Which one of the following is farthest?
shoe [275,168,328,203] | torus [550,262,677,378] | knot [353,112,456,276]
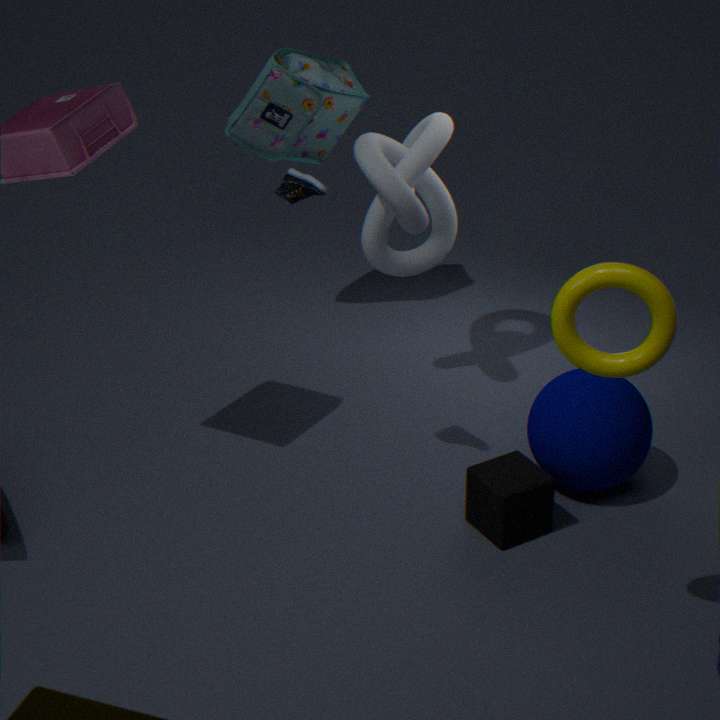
knot [353,112,456,276]
